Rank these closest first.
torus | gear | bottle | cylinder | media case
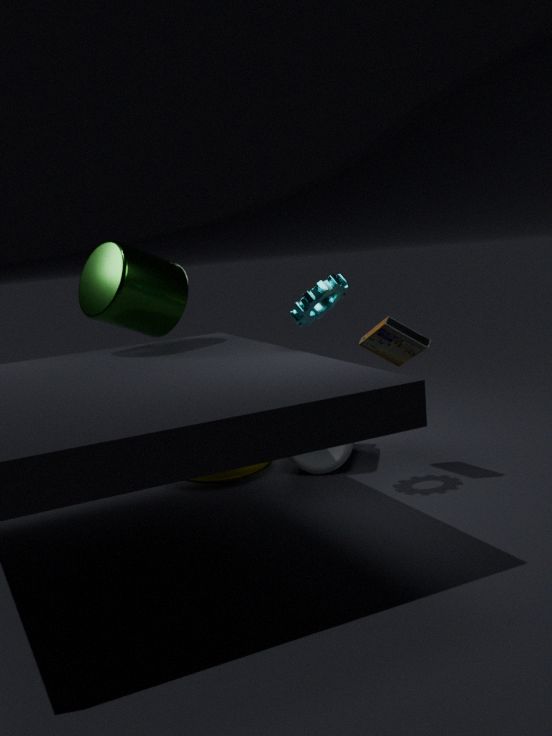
1. gear
2. media case
3. cylinder
4. bottle
5. torus
